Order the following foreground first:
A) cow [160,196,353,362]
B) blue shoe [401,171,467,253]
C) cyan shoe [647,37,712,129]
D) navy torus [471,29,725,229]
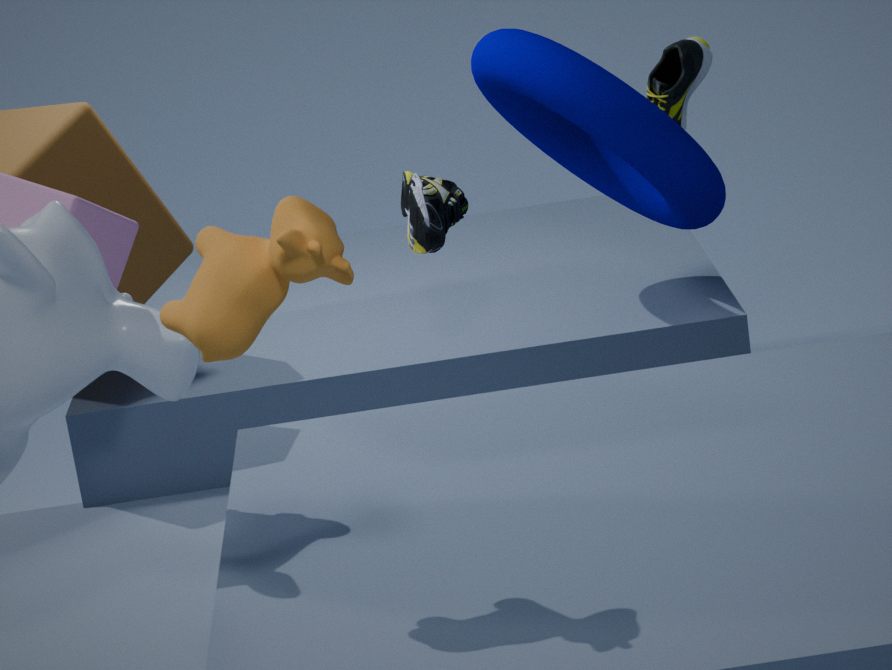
cow [160,196,353,362]
blue shoe [401,171,467,253]
navy torus [471,29,725,229]
cyan shoe [647,37,712,129]
